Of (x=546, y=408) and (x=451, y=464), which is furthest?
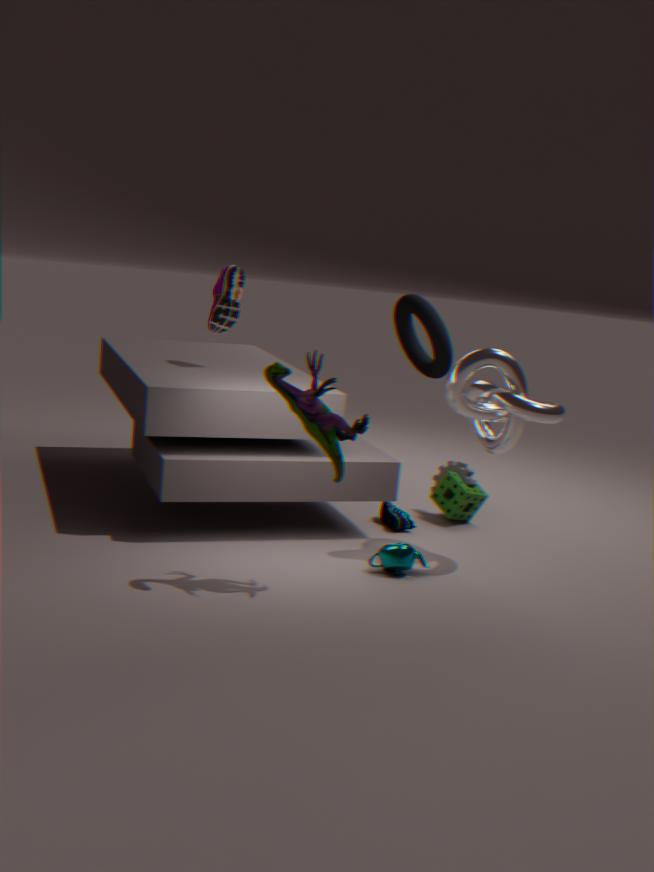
(x=451, y=464)
